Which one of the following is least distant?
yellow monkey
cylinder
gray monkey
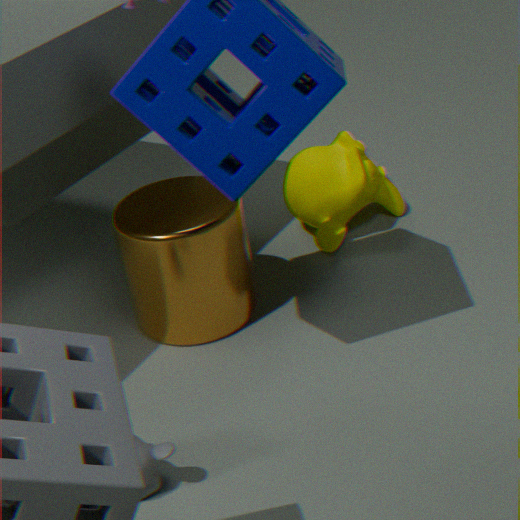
gray monkey
